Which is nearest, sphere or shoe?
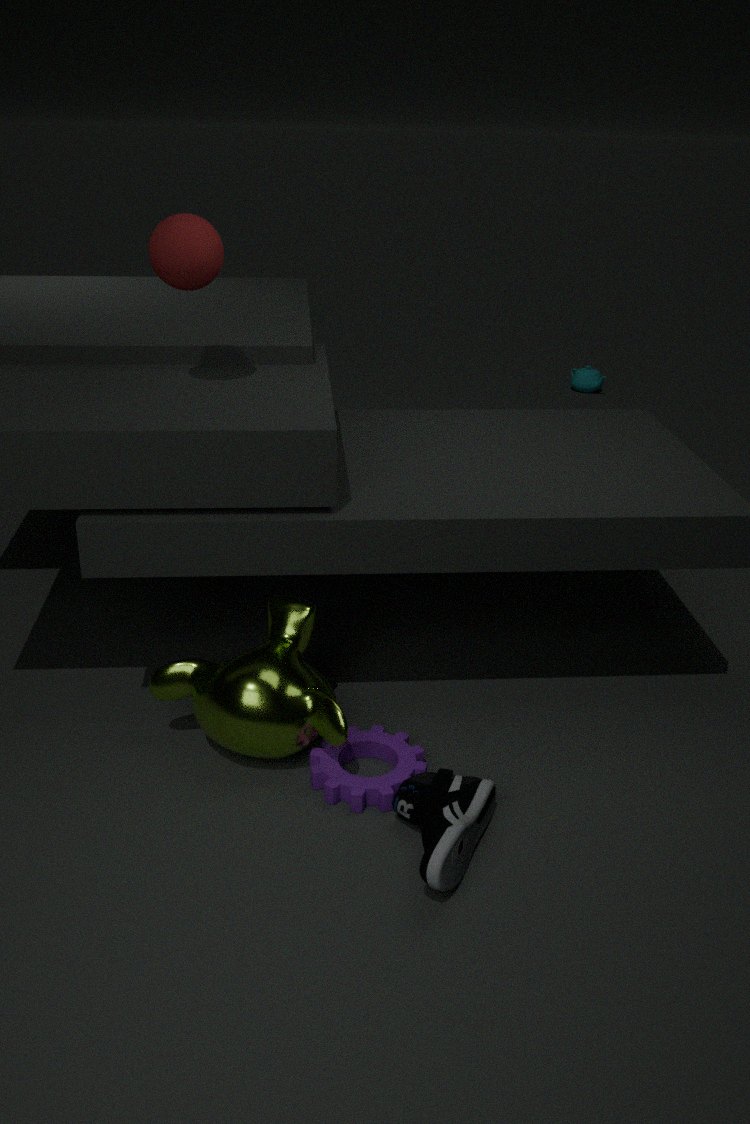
shoe
